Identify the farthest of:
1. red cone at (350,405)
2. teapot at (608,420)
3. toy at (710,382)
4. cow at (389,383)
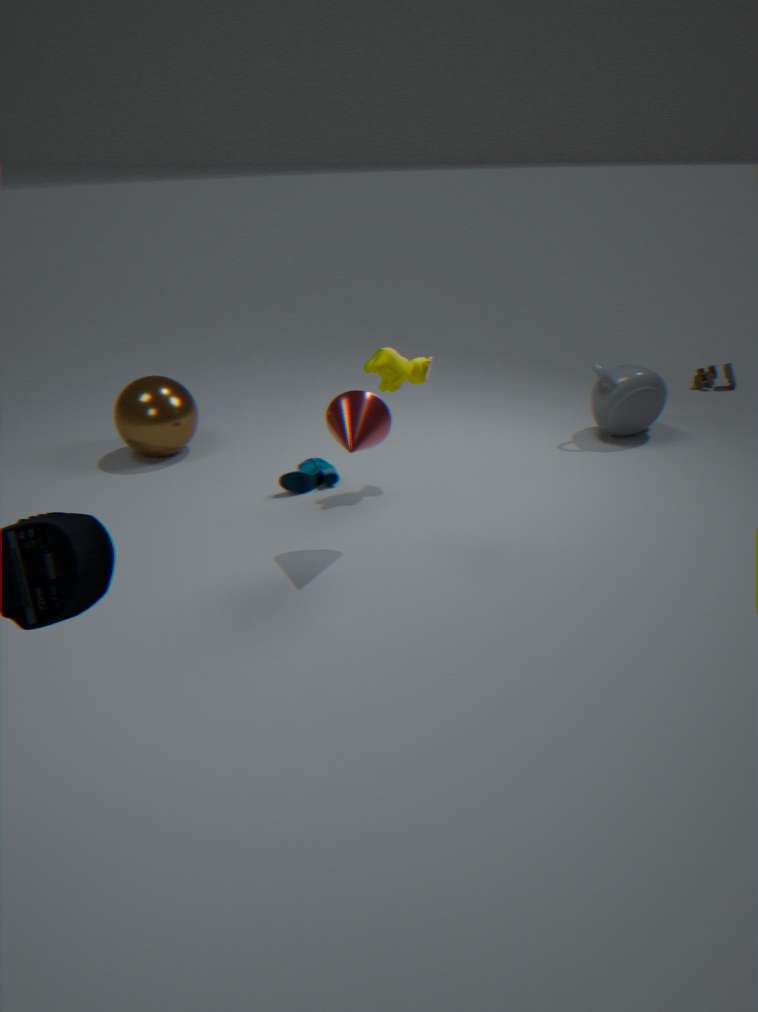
toy at (710,382)
